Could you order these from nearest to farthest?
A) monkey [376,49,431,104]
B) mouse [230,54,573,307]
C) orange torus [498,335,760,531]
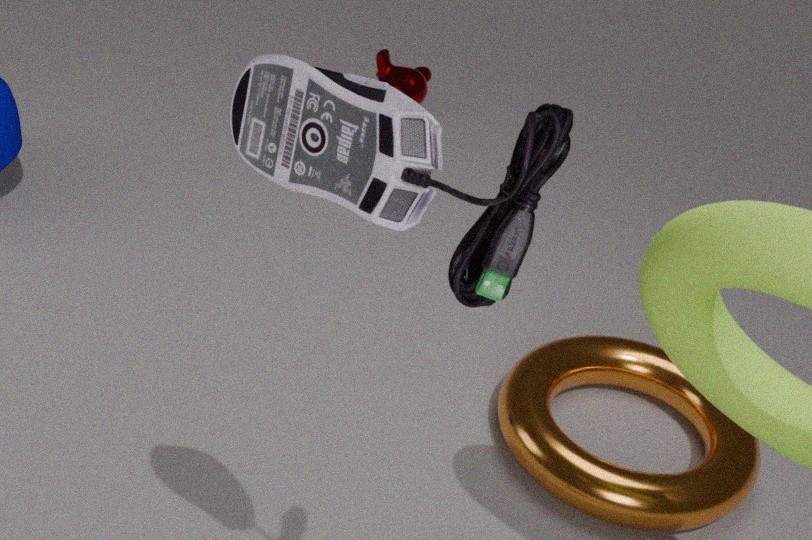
mouse [230,54,573,307]
orange torus [498,335,760,531]
monkey [376,49,431,104]
